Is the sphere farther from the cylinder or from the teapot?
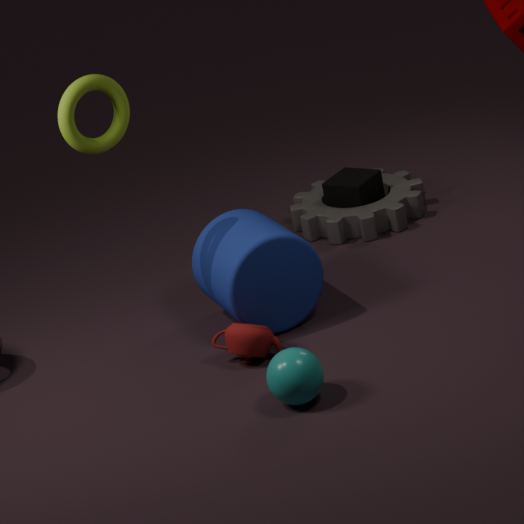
the cylinder
